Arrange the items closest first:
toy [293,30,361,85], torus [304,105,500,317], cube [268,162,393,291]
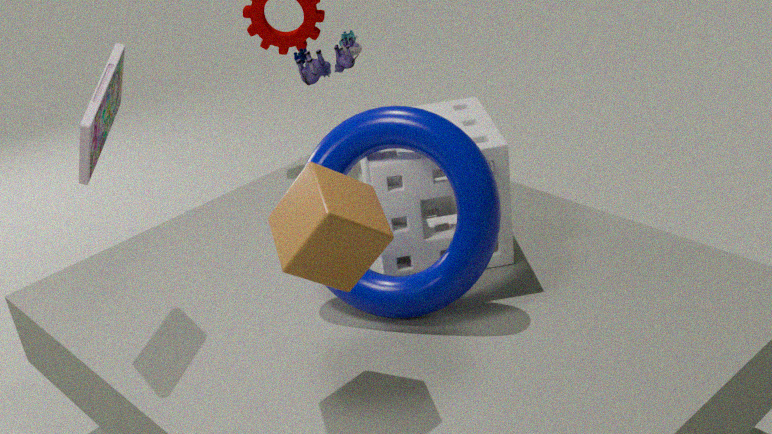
cube [268,162,393,291], torus [304,105,500,317], toy [293,30,361,85]
